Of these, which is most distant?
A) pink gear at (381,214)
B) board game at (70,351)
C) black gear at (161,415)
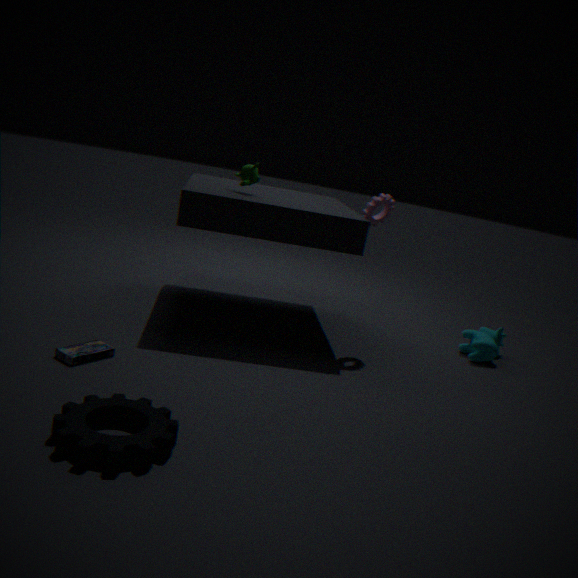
pink gear at (381,214)
